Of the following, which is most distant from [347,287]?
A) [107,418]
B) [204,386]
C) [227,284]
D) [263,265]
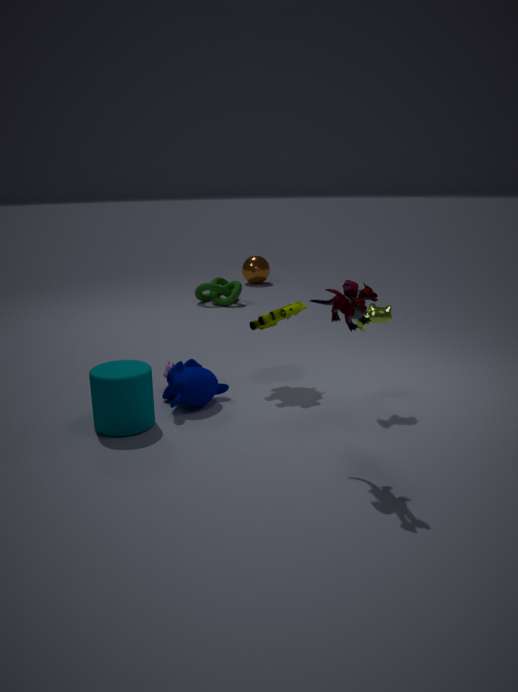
[263,265]
